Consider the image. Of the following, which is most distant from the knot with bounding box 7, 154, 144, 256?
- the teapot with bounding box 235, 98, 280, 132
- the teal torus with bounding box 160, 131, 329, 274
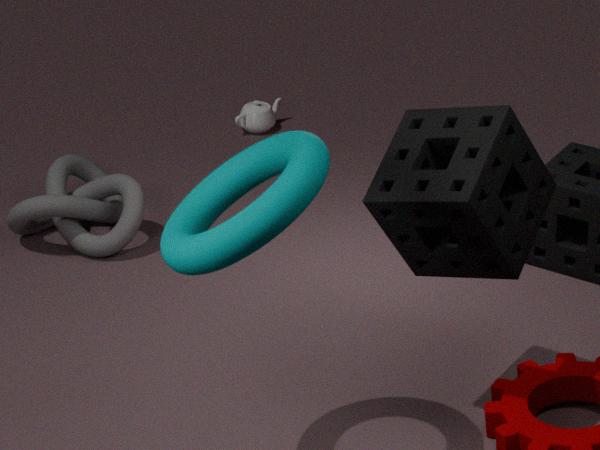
the teal torus with bounding box 160, 131, 329, 274
